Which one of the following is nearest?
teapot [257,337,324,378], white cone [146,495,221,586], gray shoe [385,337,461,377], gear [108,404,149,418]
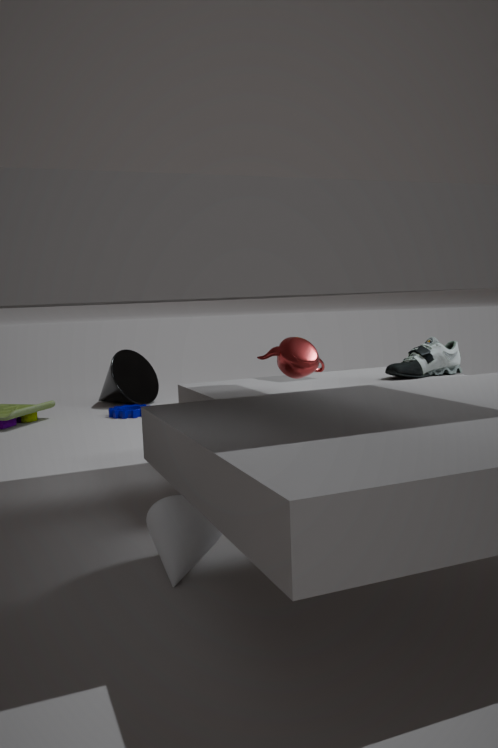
white cone [146,495,221,586]
